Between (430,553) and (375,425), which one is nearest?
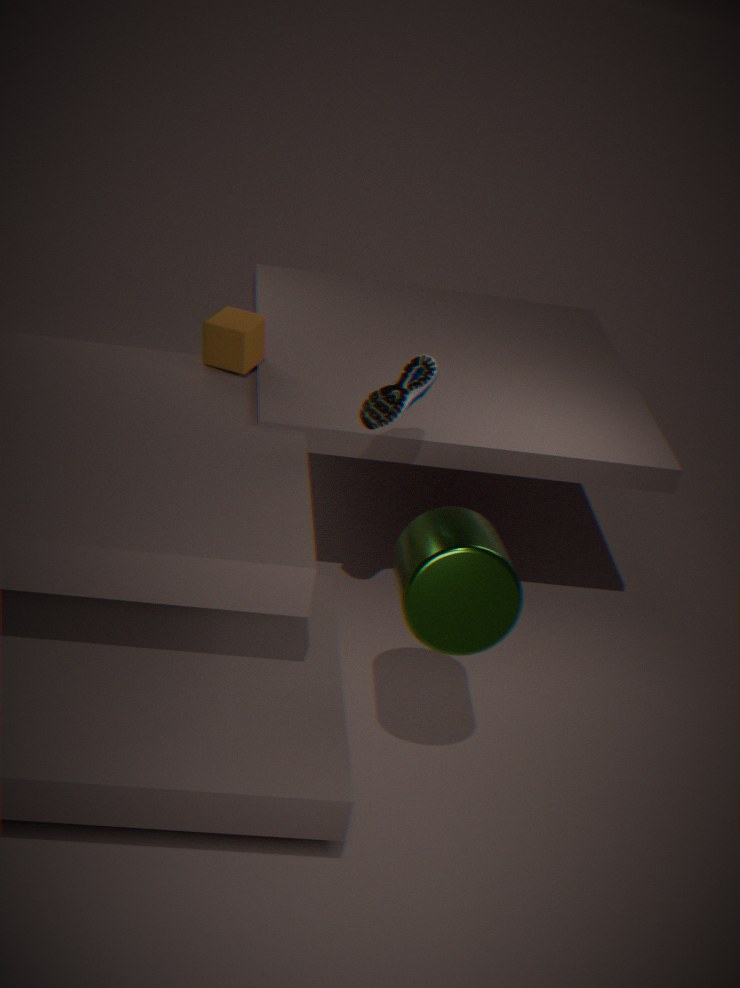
(430,553)
